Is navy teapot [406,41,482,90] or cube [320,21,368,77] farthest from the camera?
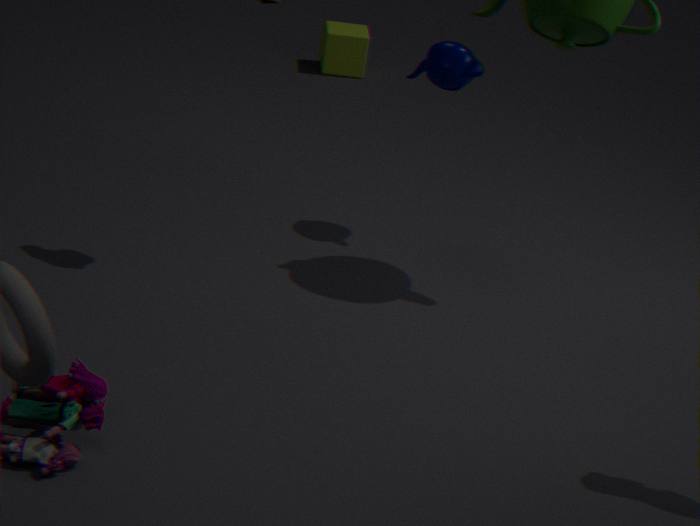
cube [320,21,368,77]
